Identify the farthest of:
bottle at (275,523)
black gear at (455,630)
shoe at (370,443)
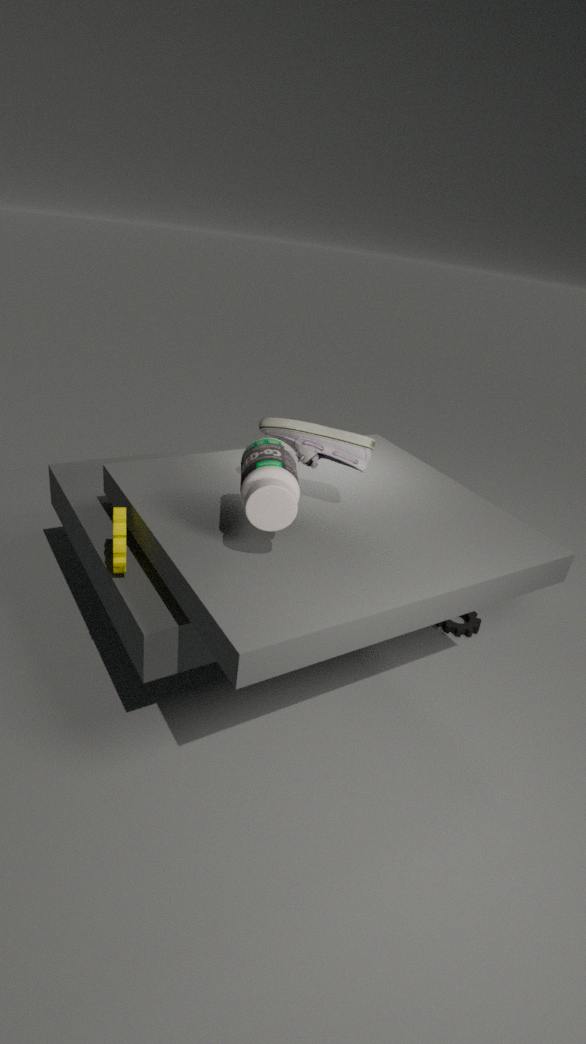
black gear at (455,630)
